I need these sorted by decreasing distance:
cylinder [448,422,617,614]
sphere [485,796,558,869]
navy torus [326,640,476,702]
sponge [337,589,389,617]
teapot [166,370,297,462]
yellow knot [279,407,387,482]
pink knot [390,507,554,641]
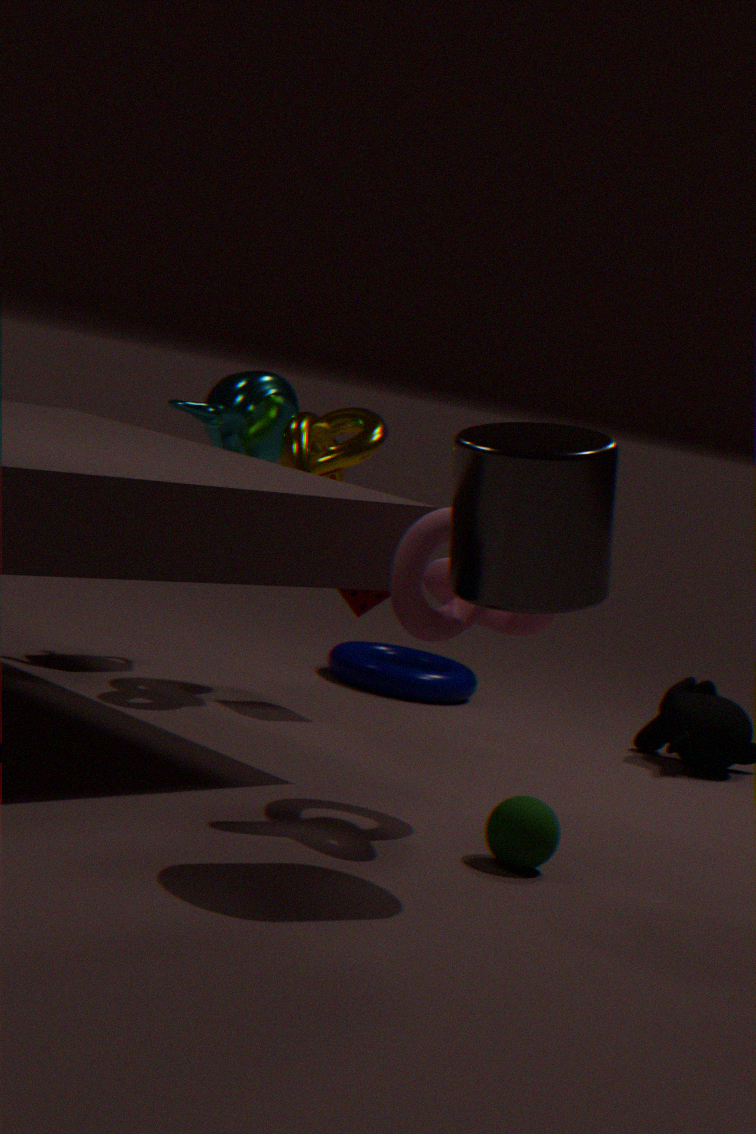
navy torus [326,640,476,702] → teapot [166,370,297,462] → sponge [337,589,389,617] → yellow knot [279,407,387,482] → pink knot [390,507,554,641] → sphere [485,796,558,869] → cylinder [448,422,617,614]
